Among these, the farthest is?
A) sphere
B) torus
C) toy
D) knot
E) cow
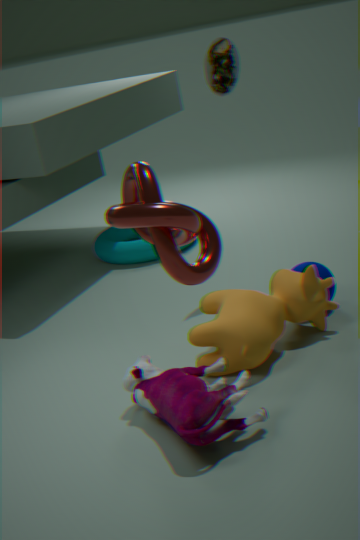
torus
